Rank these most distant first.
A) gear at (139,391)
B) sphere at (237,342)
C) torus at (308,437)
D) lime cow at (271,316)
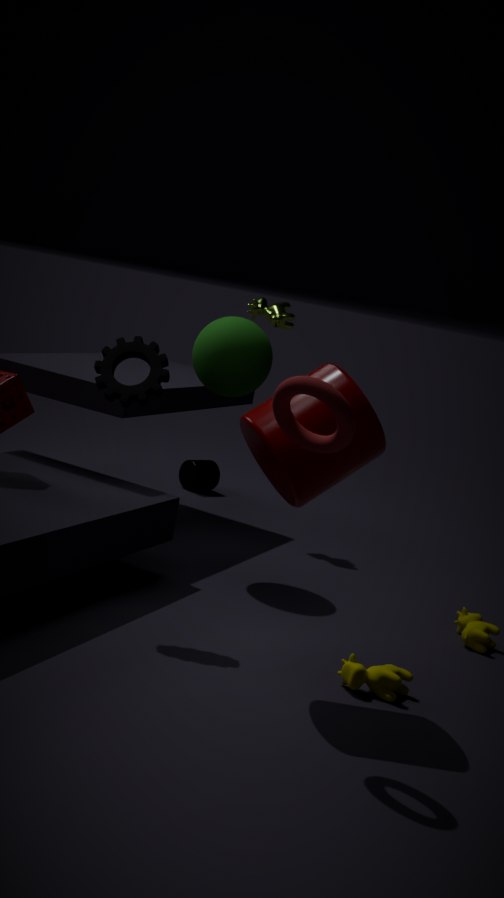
lime cow at (271,316)
sphere at (237,342)
gear at (139,391)
torus at (308,437)
